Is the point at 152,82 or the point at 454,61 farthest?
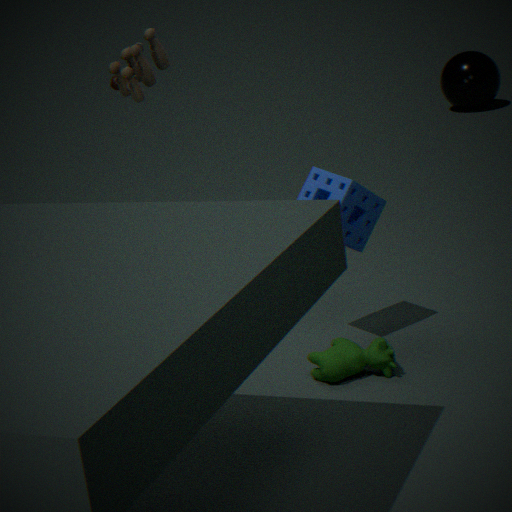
the point at 454,61
